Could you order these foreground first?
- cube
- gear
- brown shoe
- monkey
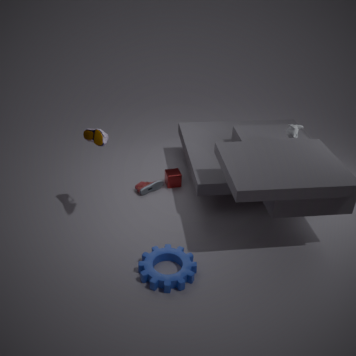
1. gear
2. brown shoe
3. monkey
4. cube
